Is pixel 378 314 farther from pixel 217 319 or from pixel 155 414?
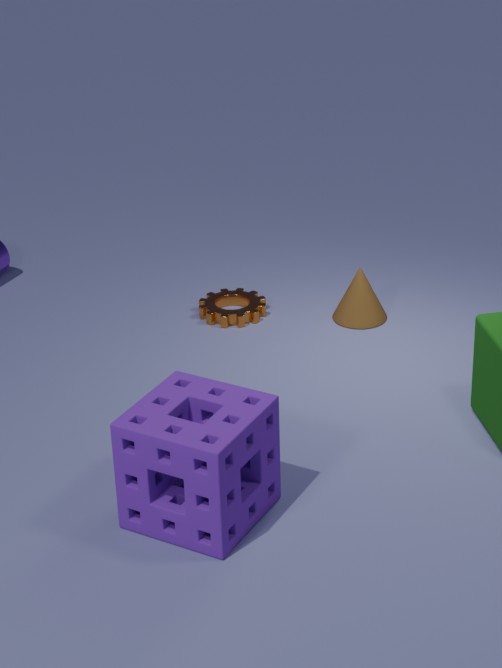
pixel 155 414
